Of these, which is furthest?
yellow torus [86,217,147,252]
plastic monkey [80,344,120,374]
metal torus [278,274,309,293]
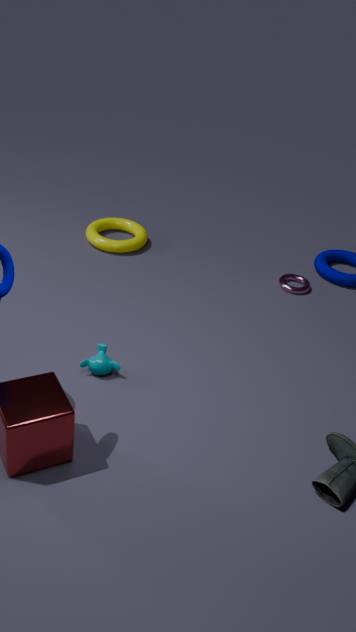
yellow torus [86,217,147,252]
